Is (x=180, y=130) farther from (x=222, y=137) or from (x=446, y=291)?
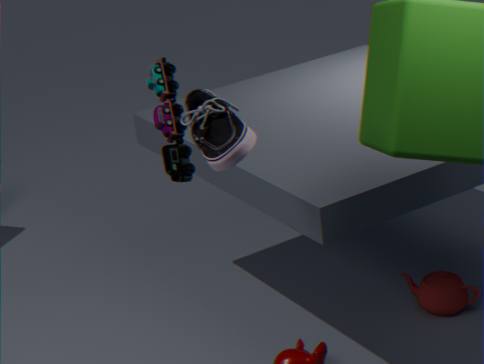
(x=446, y=291)
